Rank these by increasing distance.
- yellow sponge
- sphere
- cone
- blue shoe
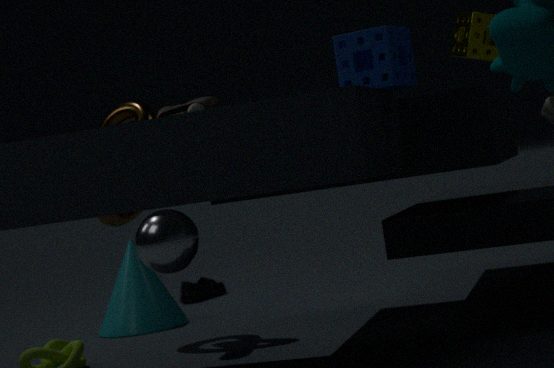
sphere, yellow sponge, cone, blue shoe
